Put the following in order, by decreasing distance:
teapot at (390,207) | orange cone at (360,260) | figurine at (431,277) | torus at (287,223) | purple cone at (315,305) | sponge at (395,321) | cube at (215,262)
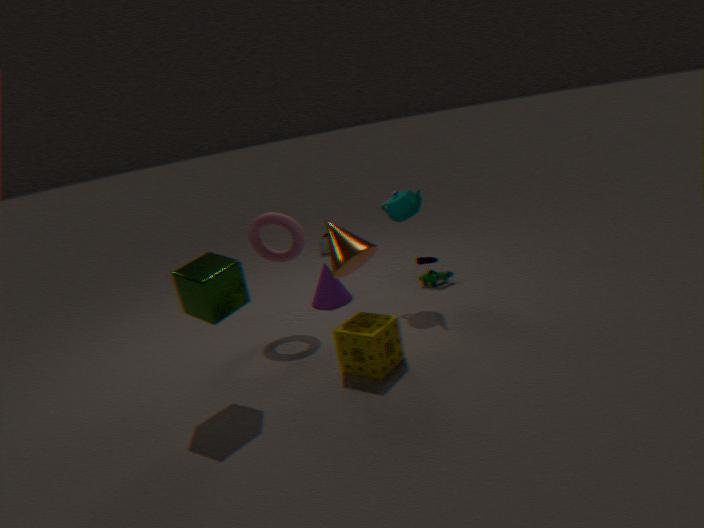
purple cone at (315,305), figurine at (431,277), teapot at (390,207), torus at (287,223), orange cone at (360,260), sponge at (395,321), cube at (215,262)
